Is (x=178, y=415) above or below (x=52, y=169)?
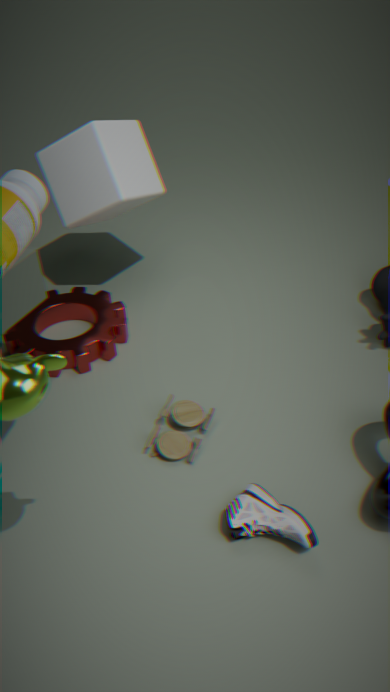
below
